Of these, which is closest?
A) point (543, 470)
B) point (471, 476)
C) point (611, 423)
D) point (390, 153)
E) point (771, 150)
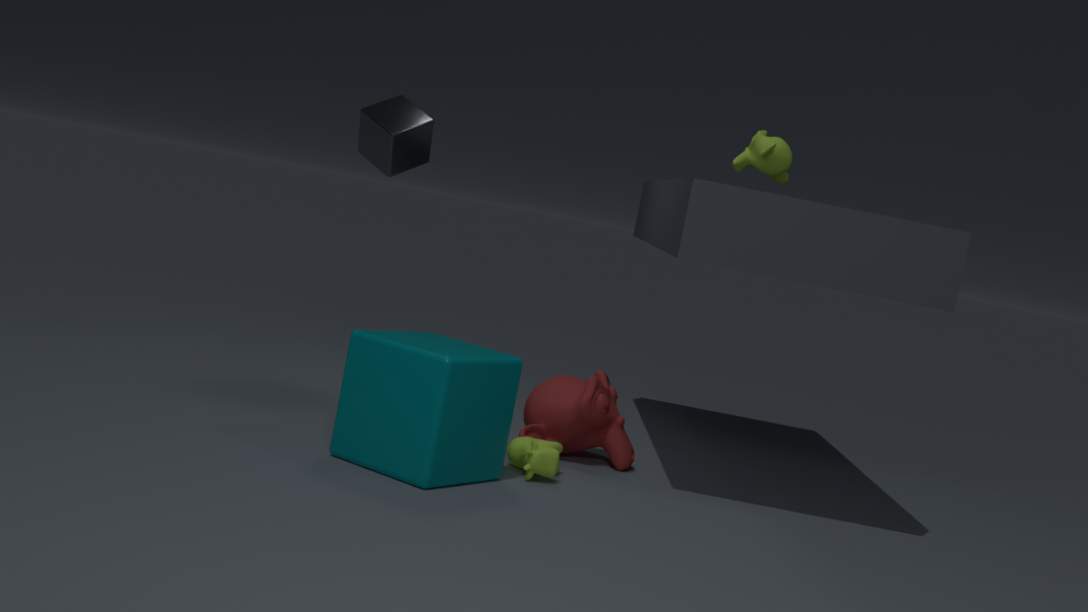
point (471, 476)
